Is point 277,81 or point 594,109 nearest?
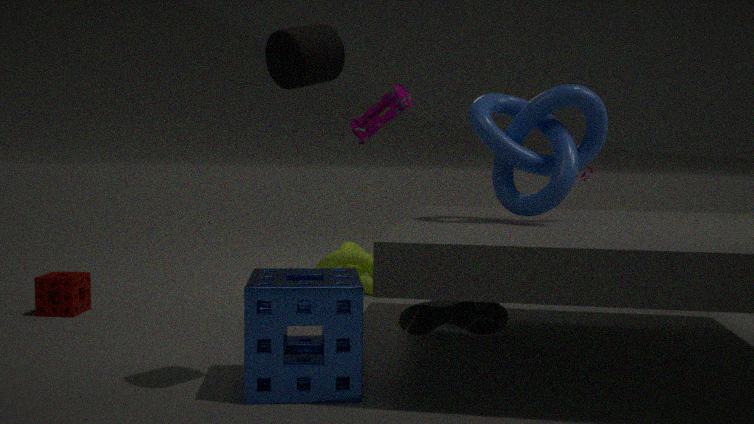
point 277,81
